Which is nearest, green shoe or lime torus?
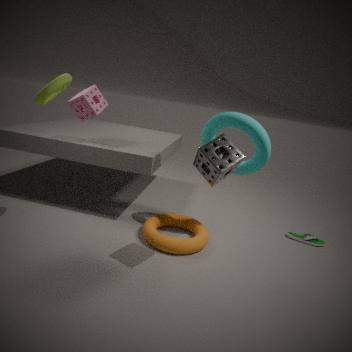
lime torus
